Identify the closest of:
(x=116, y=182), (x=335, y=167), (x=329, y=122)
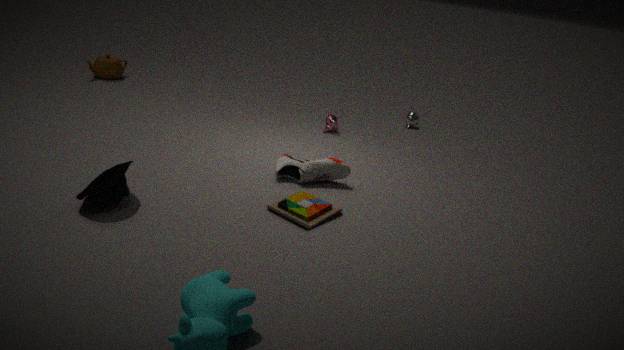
(x=116, y=182)
